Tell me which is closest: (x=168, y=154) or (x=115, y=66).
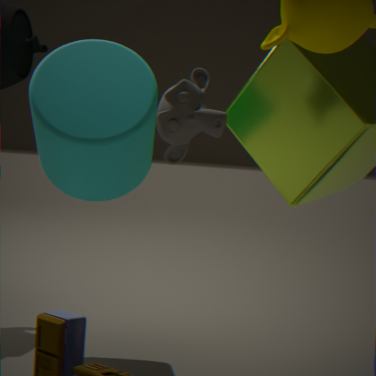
(x=168, y=154)
